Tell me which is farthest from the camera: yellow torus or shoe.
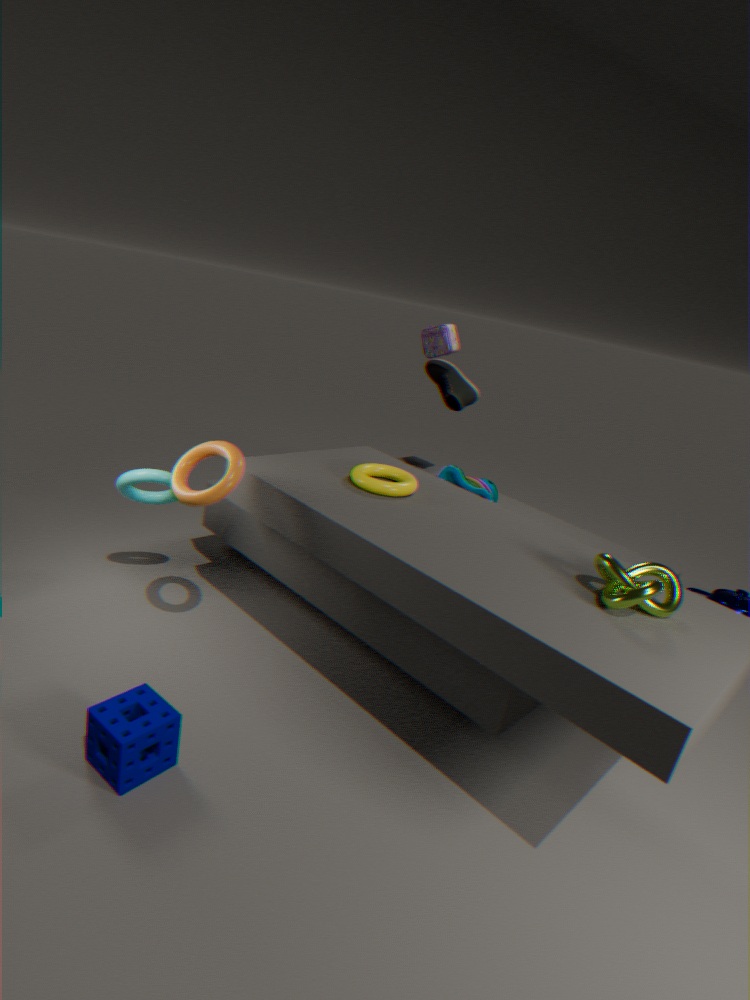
shoe
